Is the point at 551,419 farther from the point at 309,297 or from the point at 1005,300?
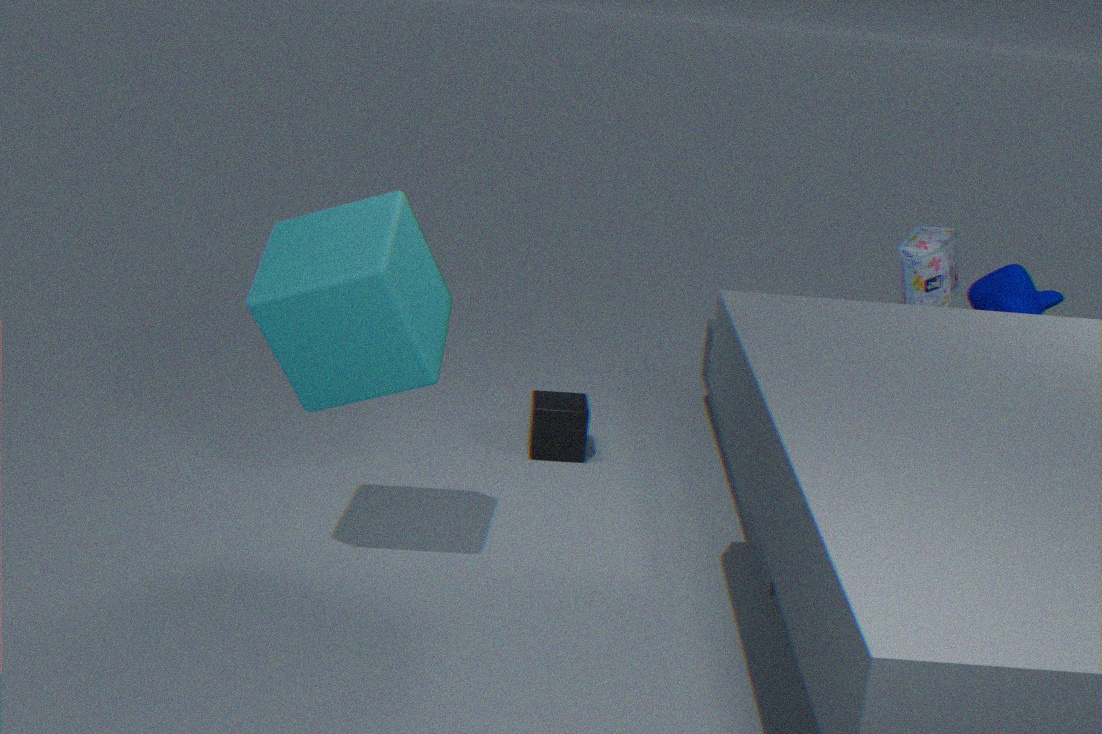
the point at 1005,300
